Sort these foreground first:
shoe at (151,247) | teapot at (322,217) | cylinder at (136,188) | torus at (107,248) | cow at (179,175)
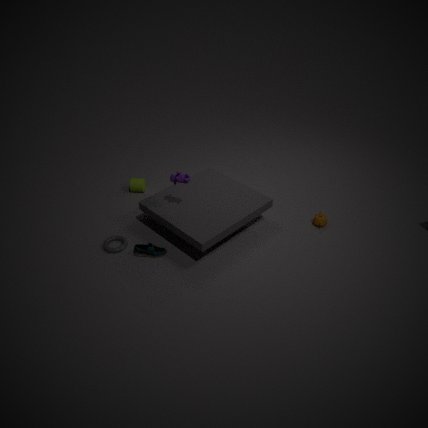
cow at (179,175) → shoe at (151,247) → torus at (107,248) → teapot at (322,217) → cylinder at (136,188)
